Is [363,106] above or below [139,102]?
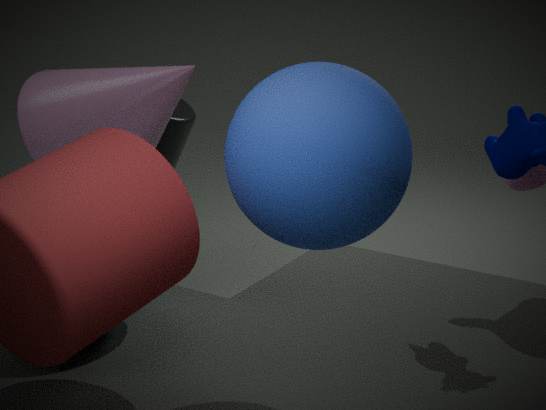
above
